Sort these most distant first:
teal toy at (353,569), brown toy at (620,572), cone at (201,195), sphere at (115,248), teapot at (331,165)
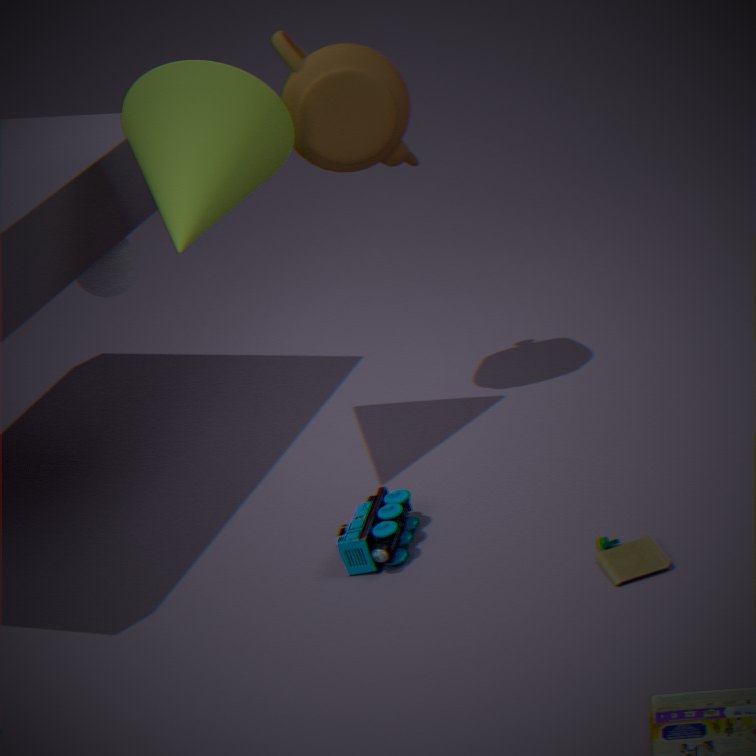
sphere at (115,248) < teapot at (331,165) < teal toy at (353,569) < cone at (201,195) < brown toy at (620,572)
